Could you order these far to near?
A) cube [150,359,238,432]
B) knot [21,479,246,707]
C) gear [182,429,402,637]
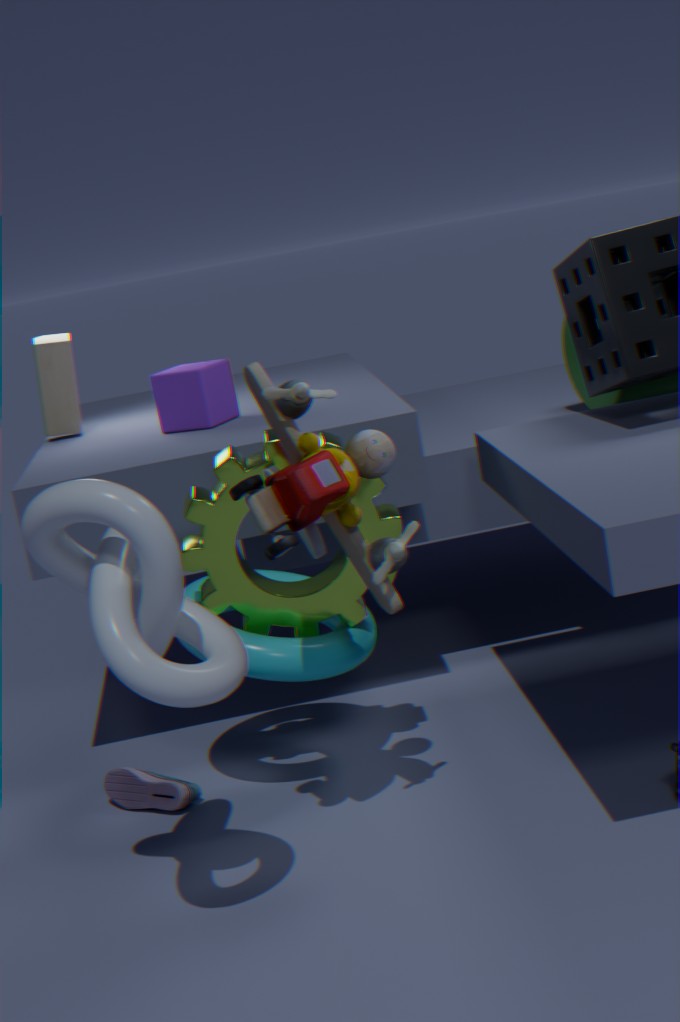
cube [150,359,238,432] < gear [182,429,402,637] < knot [21,479,246,707]
